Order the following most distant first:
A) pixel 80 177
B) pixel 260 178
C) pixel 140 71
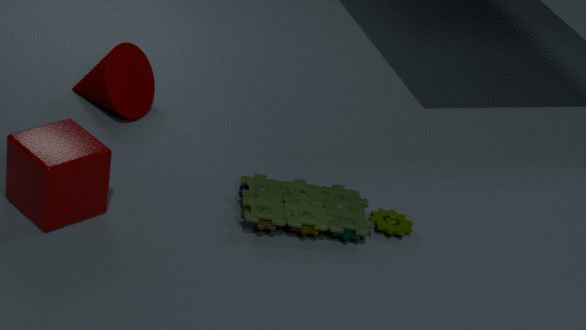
1. C. pixel 140 71
2. B. pixel 260 178
3. A. pixel 80 177
